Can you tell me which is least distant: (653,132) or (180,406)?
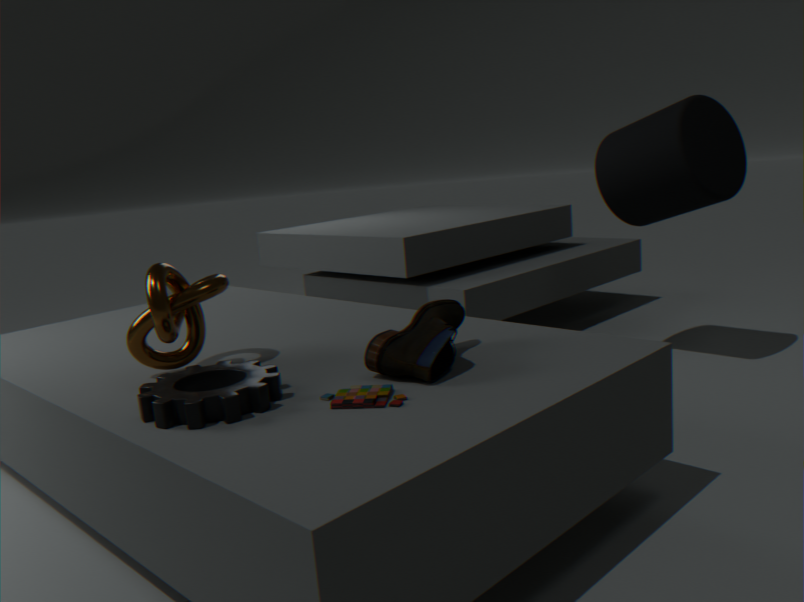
(180,406)
